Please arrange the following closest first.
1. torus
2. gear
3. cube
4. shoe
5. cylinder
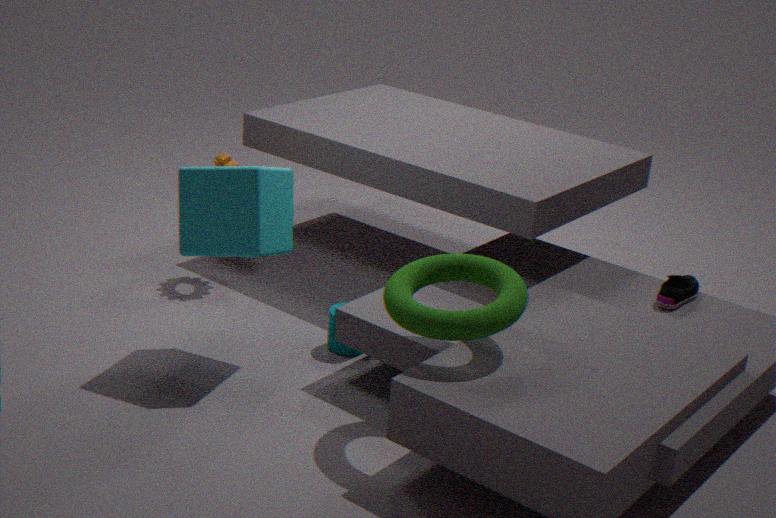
torus, cube, shoe, cylinder, gear
